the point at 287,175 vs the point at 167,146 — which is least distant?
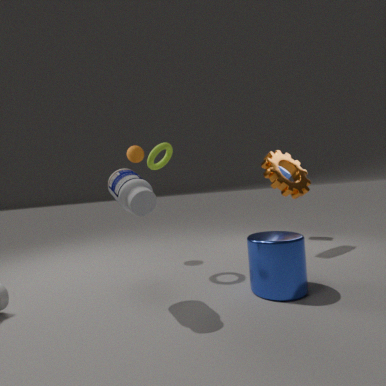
the point at 167,146
